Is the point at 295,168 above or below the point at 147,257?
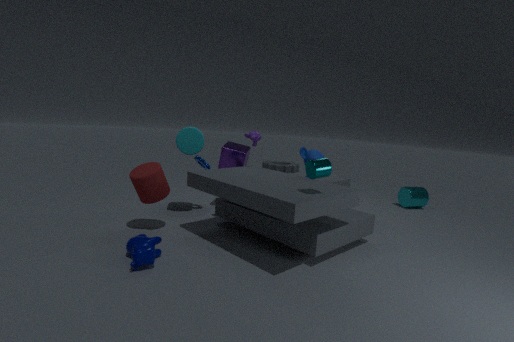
above
